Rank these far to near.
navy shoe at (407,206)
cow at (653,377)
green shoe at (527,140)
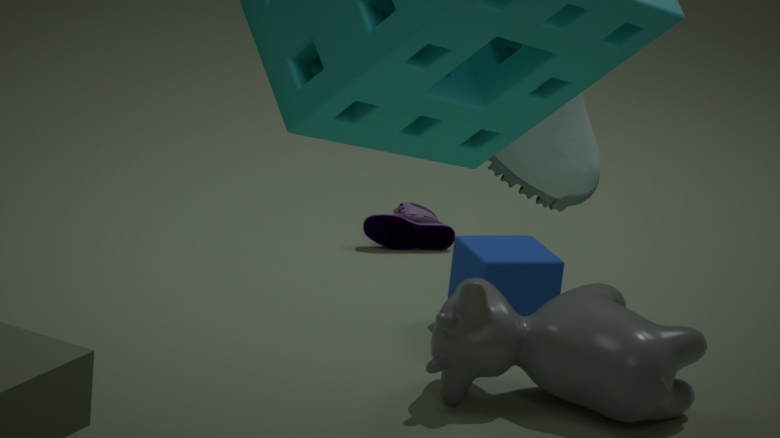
navy shoe at (407,206), cow at (653,377), green shoe at (527,140)
